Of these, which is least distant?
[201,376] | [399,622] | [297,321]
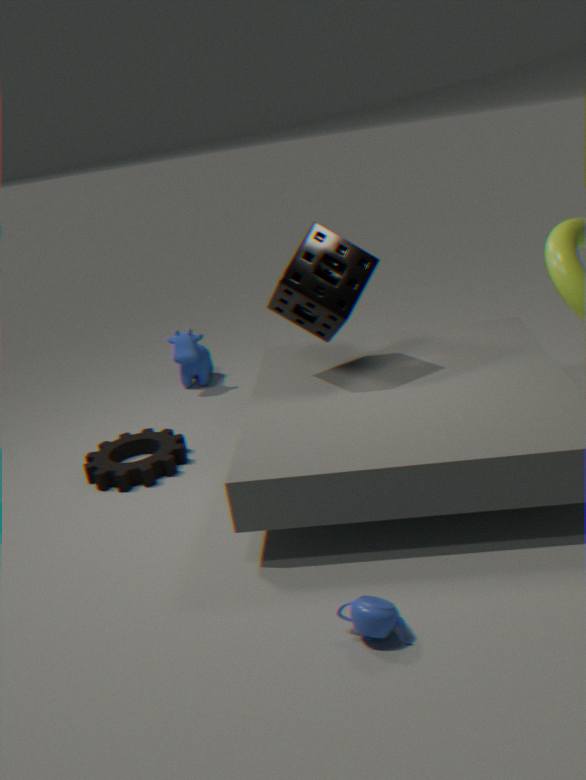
[399,622]
